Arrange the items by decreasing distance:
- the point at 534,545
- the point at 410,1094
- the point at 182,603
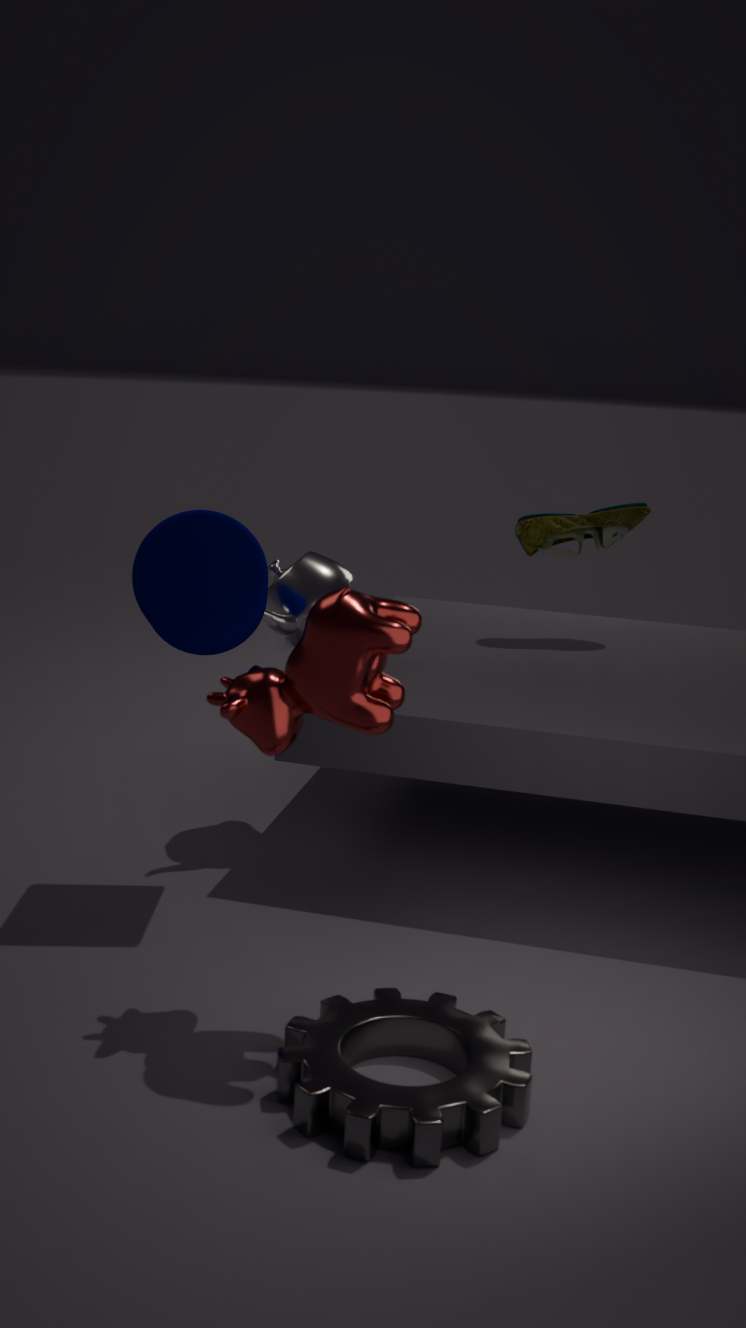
the point at 534,545 < the point at 182,603 < the point at 410,1094
